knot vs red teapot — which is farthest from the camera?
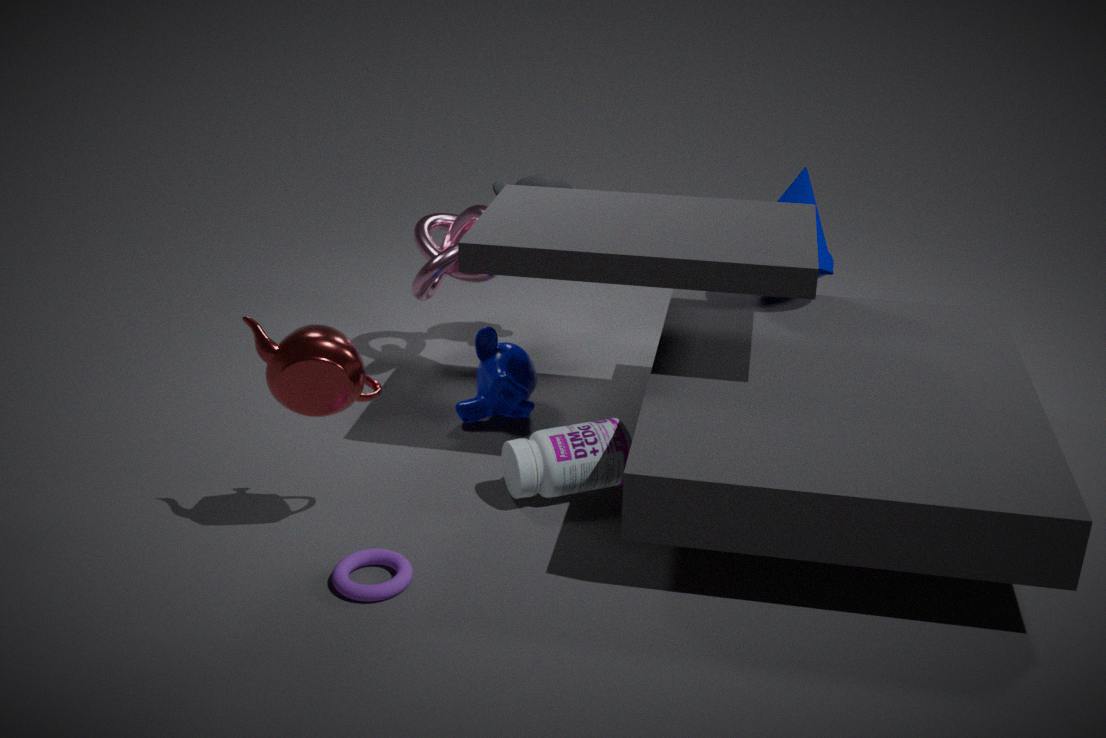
knot
